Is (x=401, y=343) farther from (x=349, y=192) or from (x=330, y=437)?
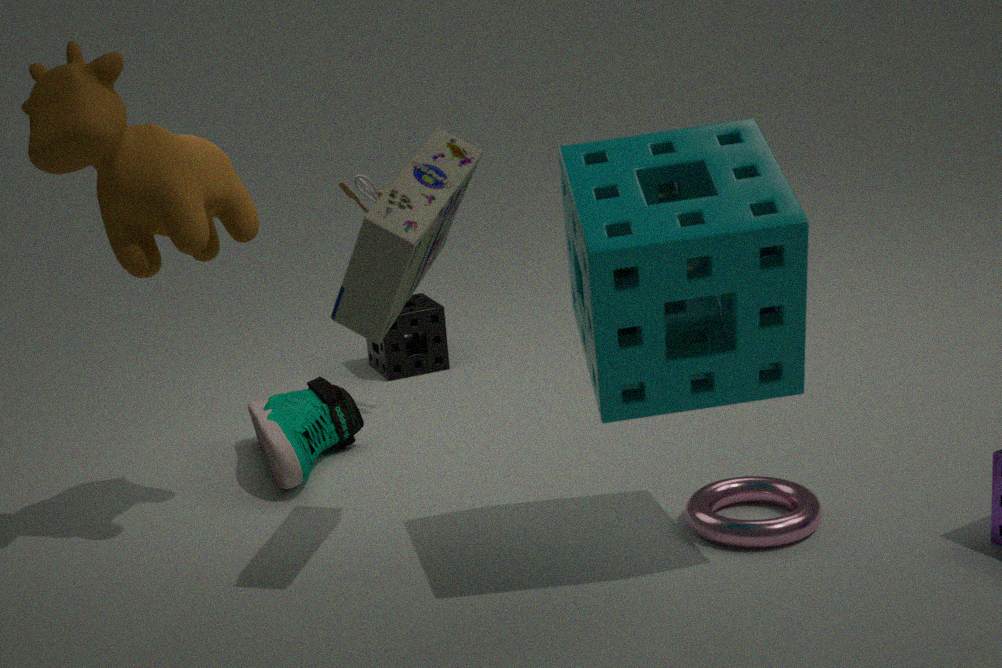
(x=330, y=437)
